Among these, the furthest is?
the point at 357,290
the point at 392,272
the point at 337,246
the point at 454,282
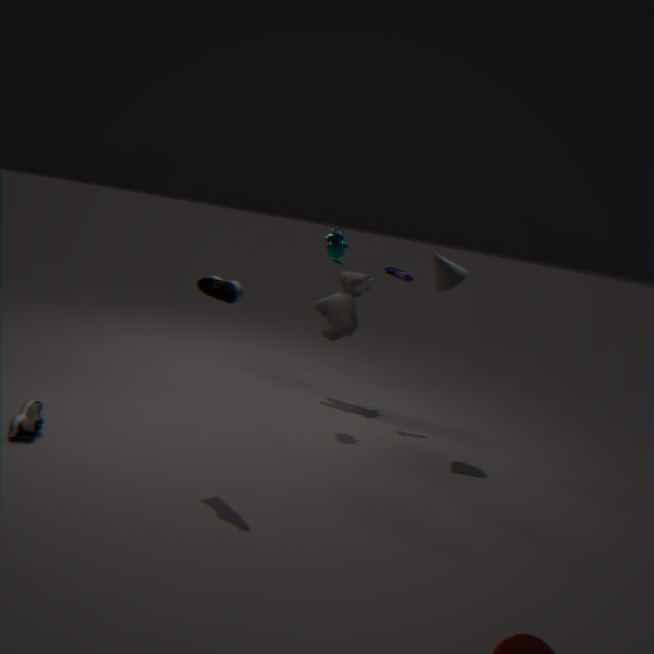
the point at 357,290
